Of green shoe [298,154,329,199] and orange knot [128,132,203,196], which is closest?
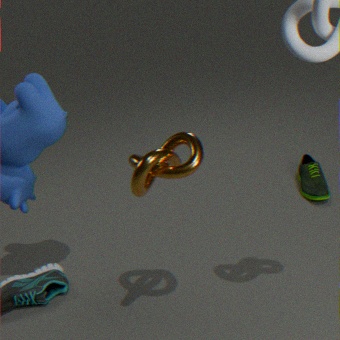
orange knot [128,132,203,196]
